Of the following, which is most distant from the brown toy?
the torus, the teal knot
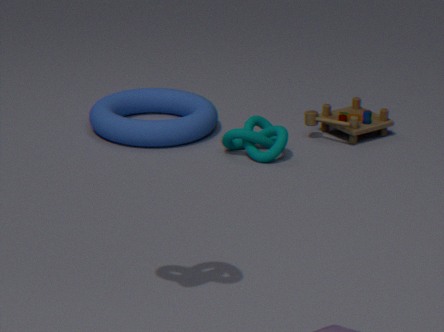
the torus
